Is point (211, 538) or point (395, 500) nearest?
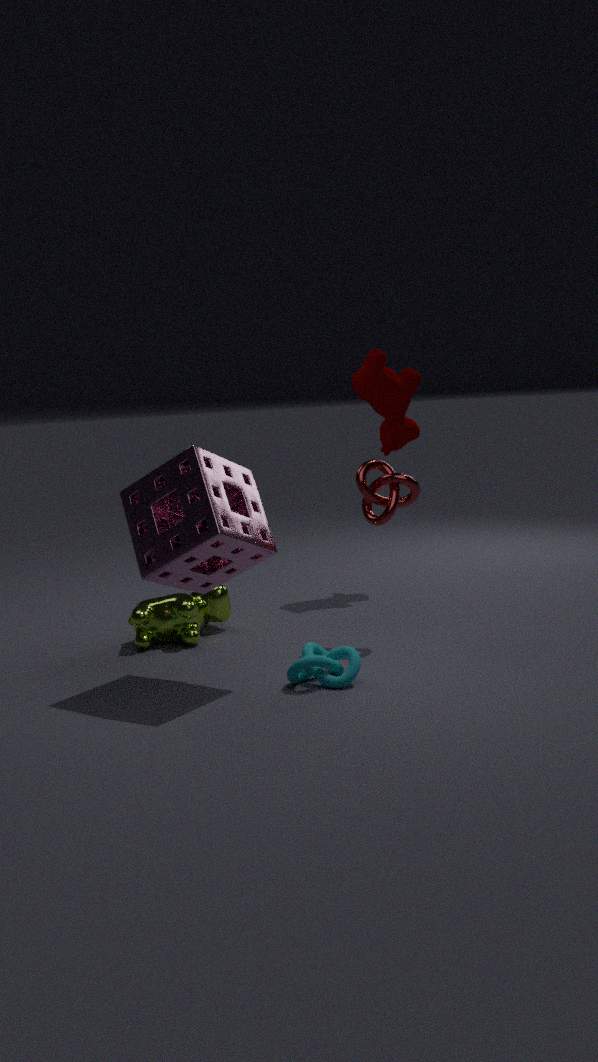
point (211, 538)
